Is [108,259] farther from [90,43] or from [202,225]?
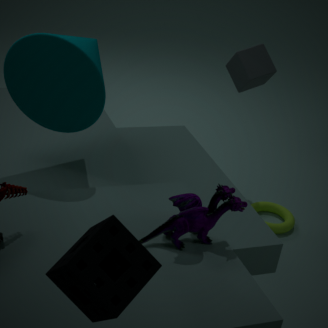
[90,43]
